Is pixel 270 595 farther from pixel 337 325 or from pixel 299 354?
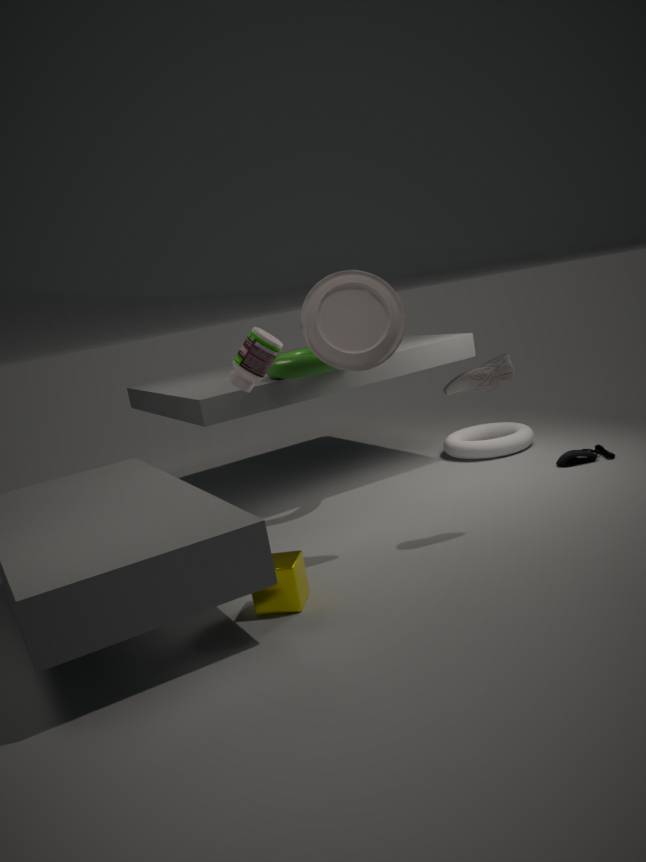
pixel 299 354
